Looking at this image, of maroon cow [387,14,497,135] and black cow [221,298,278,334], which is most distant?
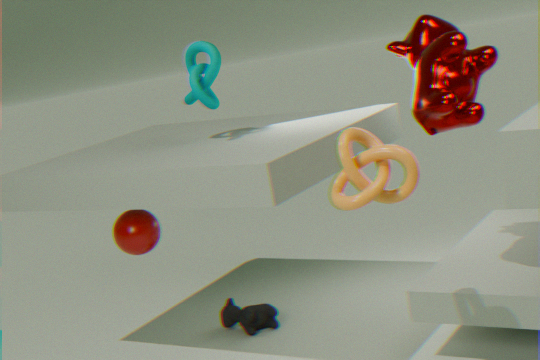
black cow [221,298,278,334]
